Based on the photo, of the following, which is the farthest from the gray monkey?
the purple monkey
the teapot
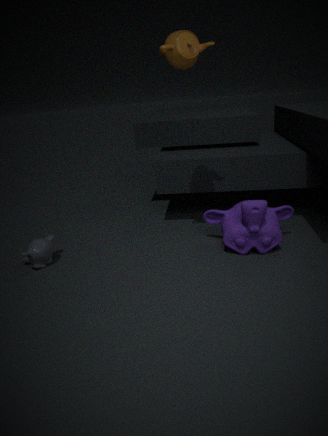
the teapot
